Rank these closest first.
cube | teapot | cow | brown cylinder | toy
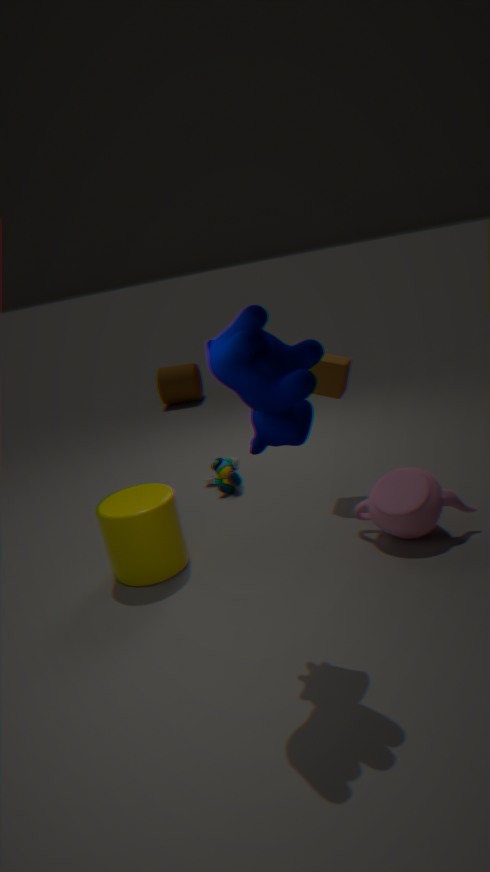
1. cow
2. teapot
3. cube
4. toy
5. brown cylinder
